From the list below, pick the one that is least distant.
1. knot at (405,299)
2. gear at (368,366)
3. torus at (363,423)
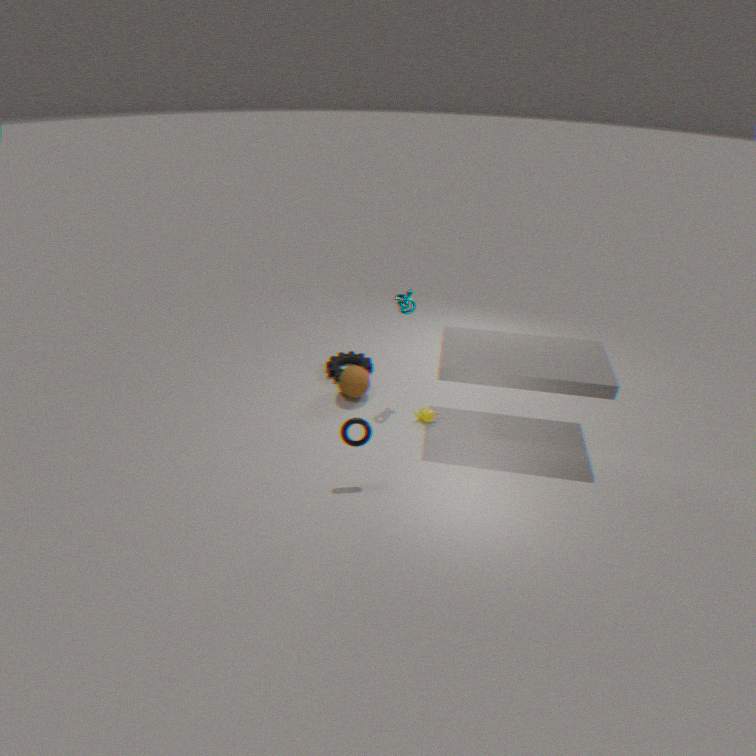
torus at (363,423)
